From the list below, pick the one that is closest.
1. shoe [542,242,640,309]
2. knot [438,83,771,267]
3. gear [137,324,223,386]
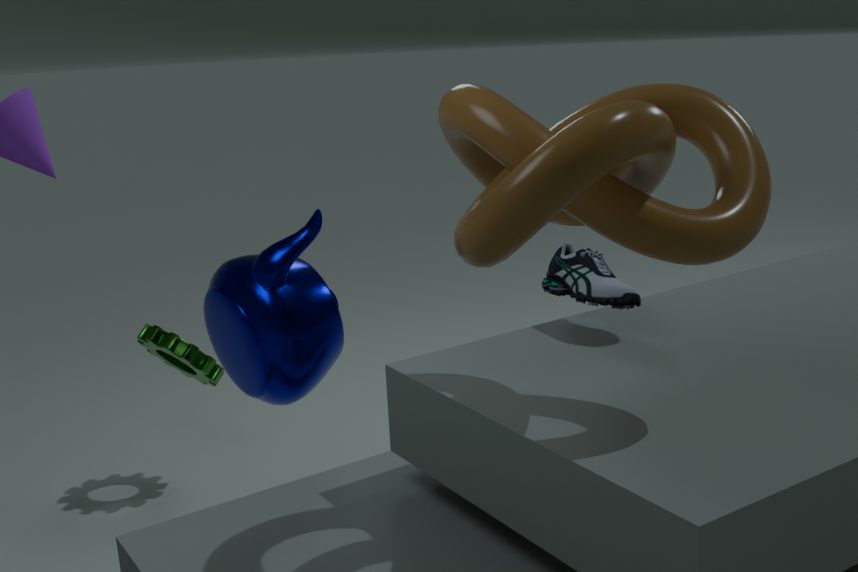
knot [438,83,771,267]
